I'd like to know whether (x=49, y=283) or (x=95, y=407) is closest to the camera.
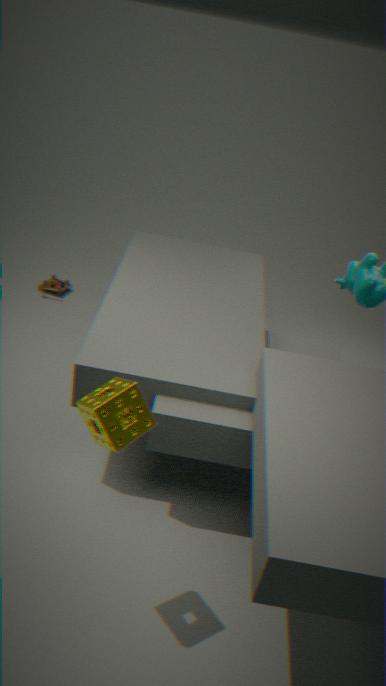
(x=95, y=407)
